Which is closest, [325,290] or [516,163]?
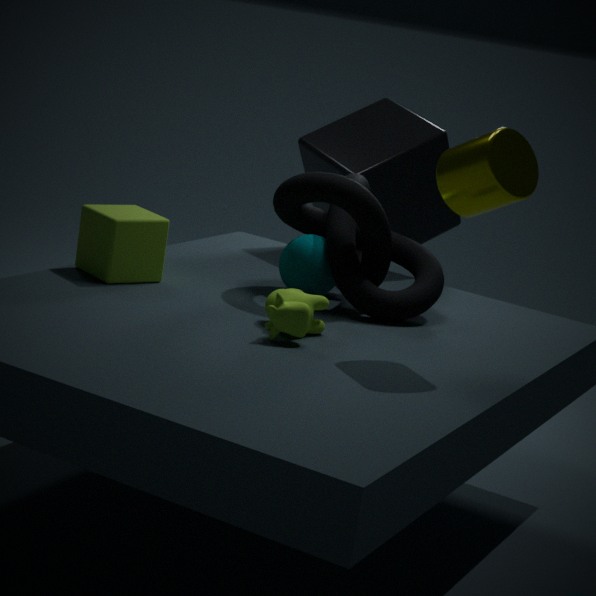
[516,163]
